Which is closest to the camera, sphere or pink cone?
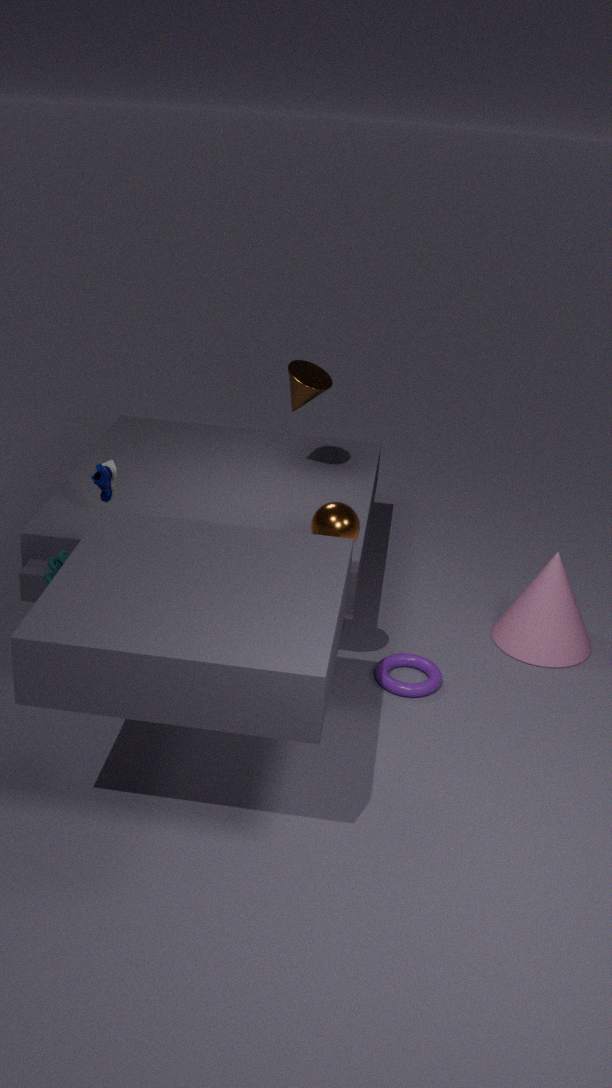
sphere
